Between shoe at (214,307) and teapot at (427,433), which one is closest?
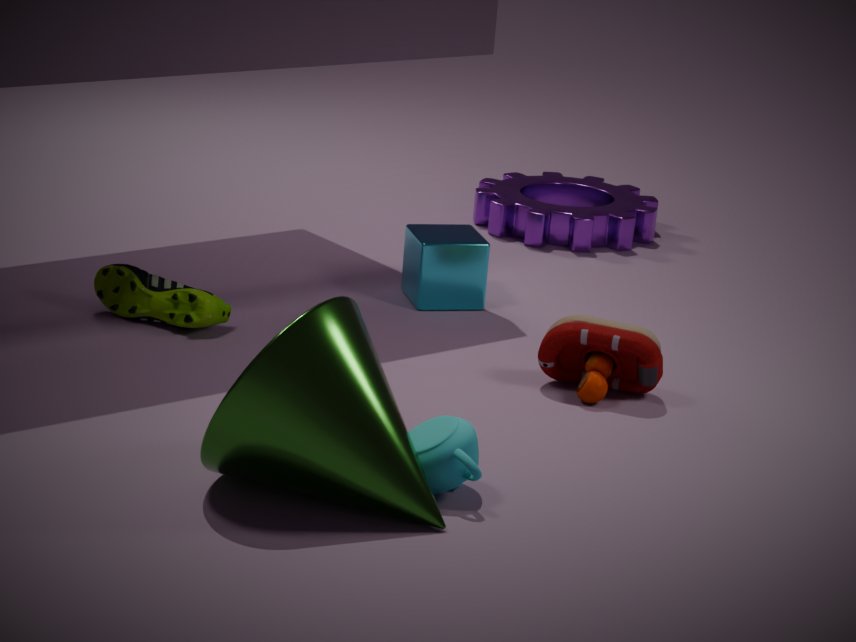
teapot at (427,433)
